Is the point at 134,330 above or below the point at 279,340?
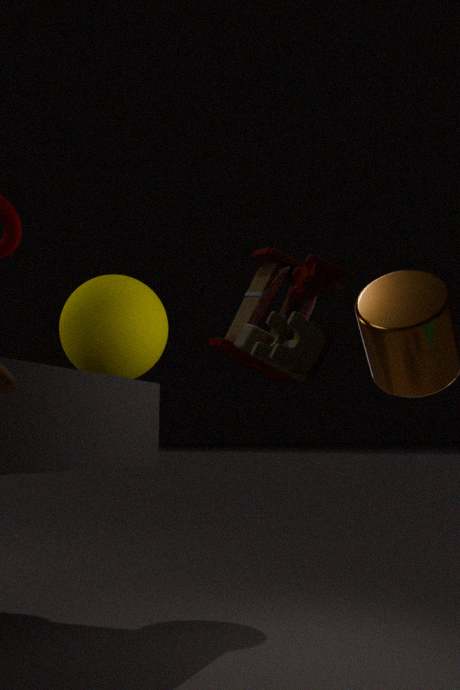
above
